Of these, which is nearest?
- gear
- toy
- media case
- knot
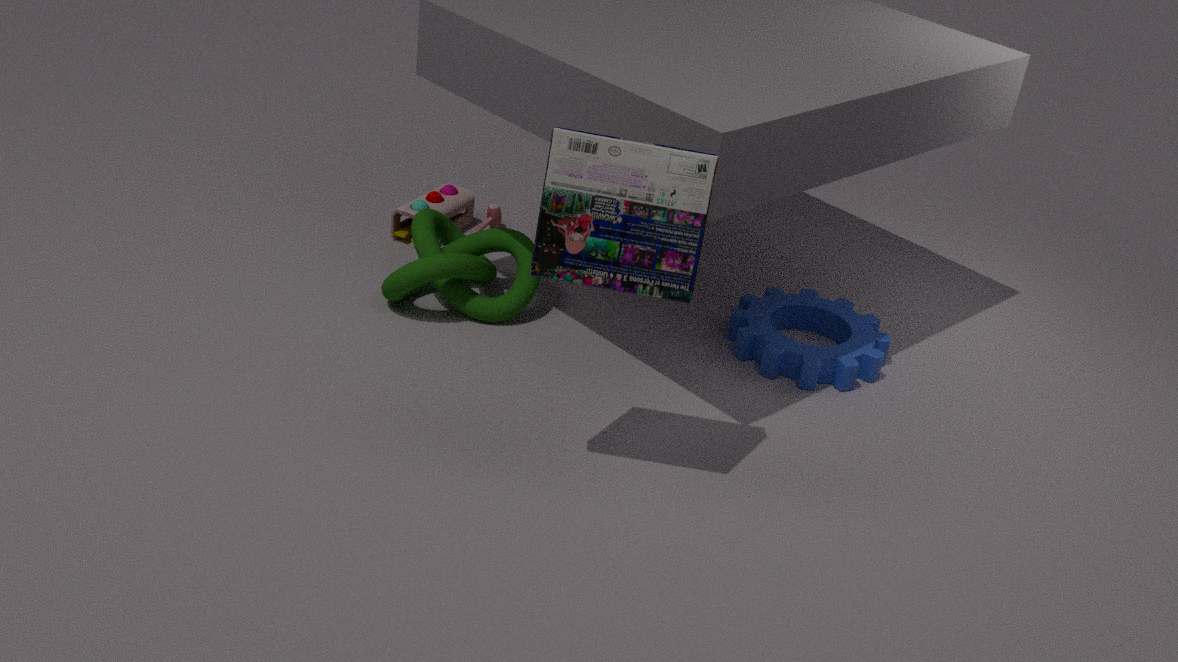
media case
